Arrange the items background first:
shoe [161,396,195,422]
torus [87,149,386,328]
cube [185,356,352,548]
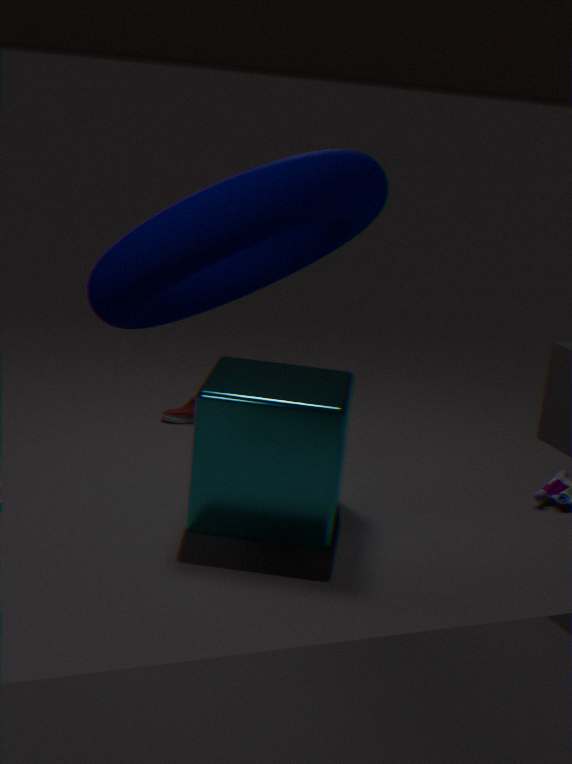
shoe [161,396,195,422], cube [185,356,352,548], torus [87,149,386,328]
